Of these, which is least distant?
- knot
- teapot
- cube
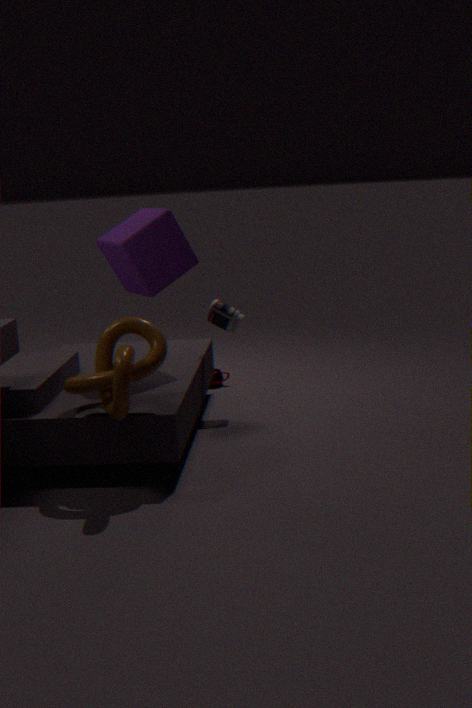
knot
